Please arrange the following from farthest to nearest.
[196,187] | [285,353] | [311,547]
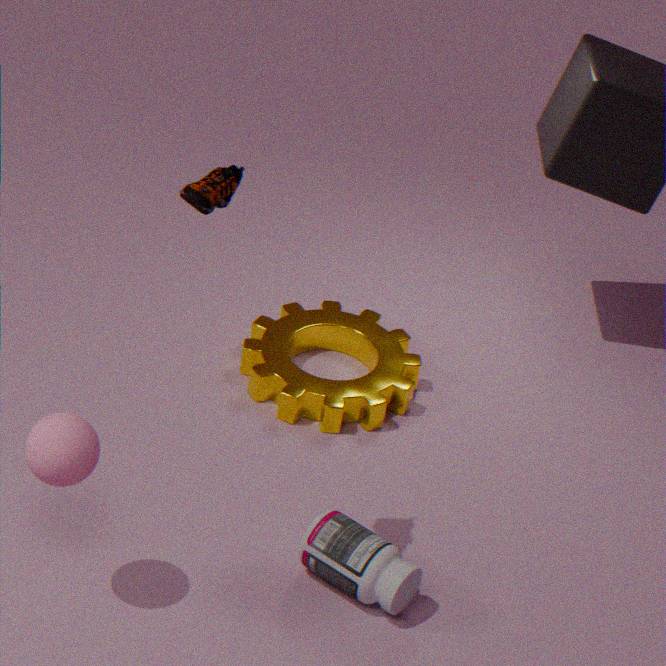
[285,353], [311,547], [196,187]
